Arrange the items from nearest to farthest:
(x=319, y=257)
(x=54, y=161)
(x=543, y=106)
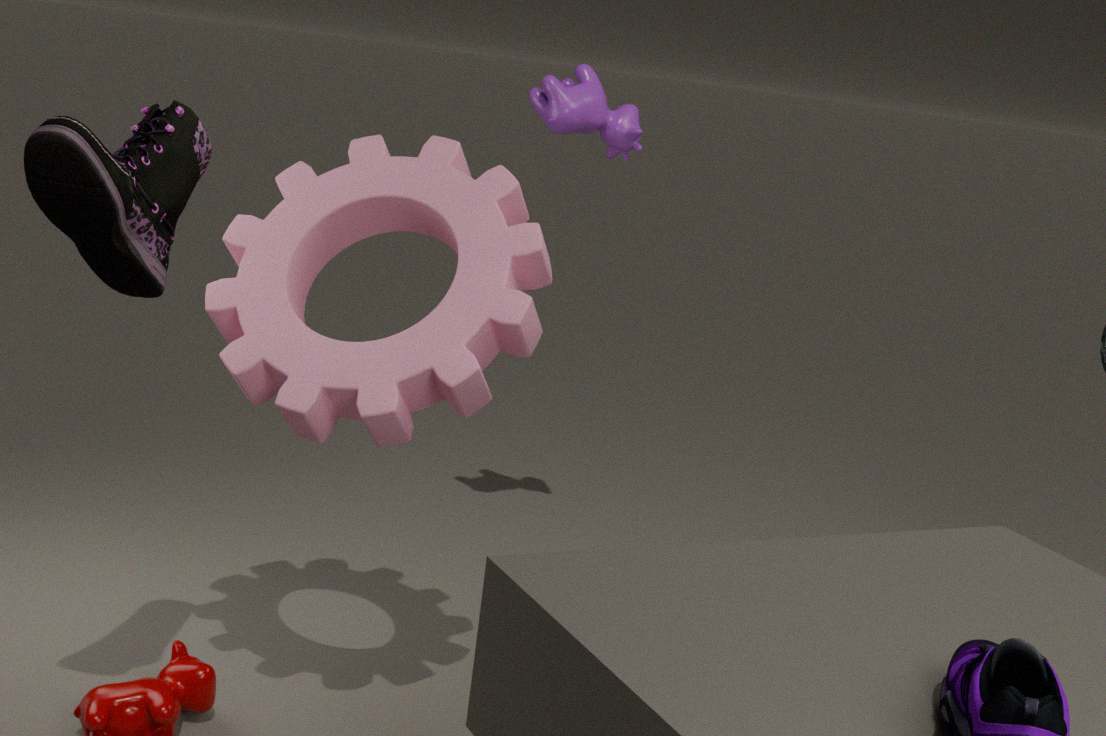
(x=54, y=161) → (x=319, y=257) → (x=543, y=106)
